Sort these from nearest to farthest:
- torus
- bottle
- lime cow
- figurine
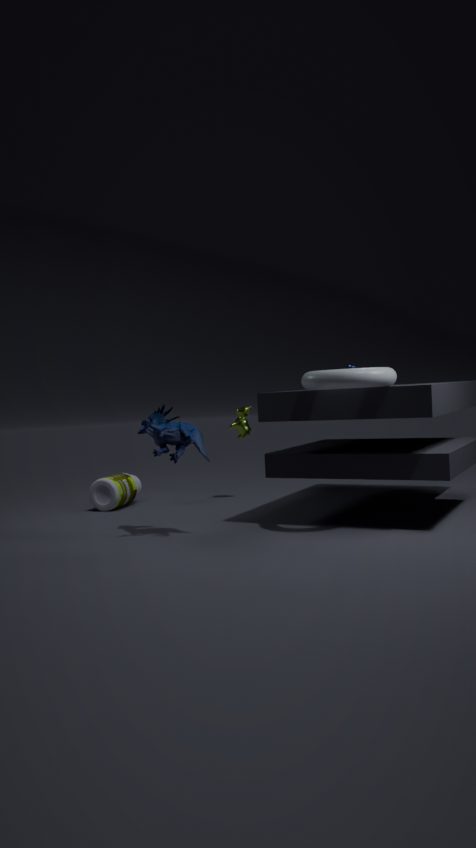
torus
figurine
bottle
lime cow
